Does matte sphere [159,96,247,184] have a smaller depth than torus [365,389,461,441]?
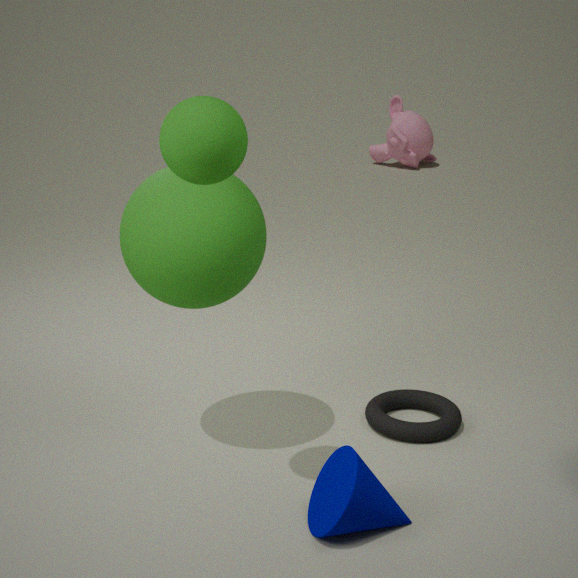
Yes
